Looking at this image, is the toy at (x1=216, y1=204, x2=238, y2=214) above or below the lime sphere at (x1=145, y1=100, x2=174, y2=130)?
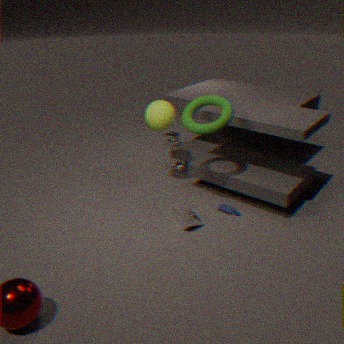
below
